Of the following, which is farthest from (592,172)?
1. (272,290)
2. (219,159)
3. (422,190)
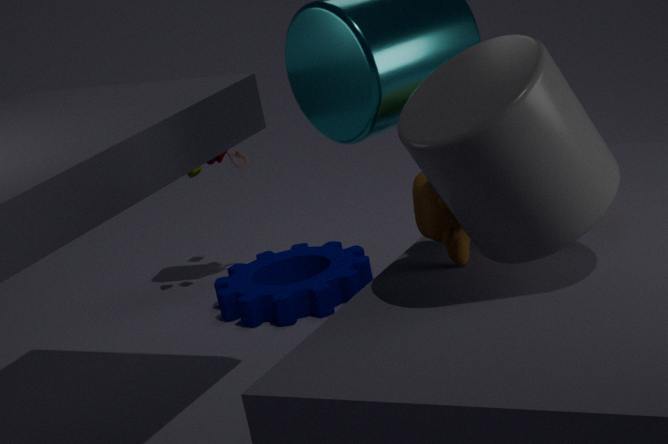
(219,159)
